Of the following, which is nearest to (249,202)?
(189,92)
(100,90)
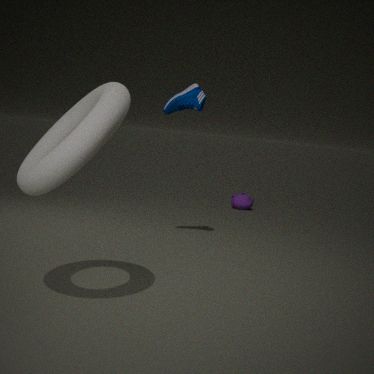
(189,92)
